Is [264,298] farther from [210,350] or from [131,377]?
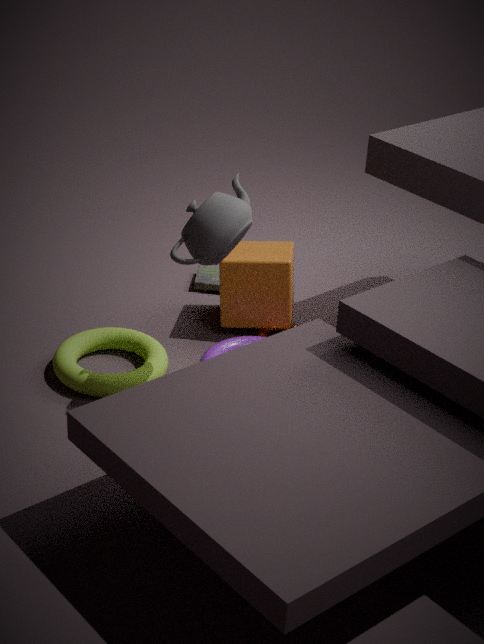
[131,377]
